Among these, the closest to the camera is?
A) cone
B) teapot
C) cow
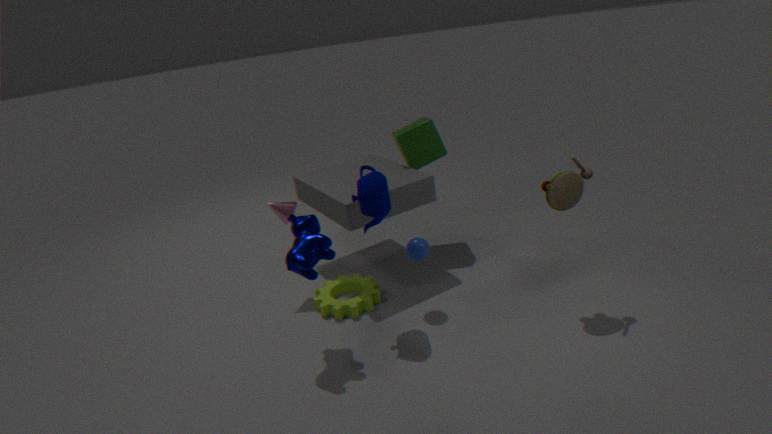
cow
